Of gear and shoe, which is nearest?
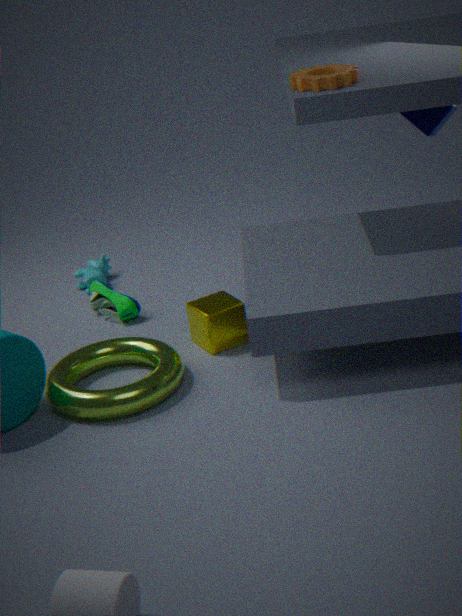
gear
